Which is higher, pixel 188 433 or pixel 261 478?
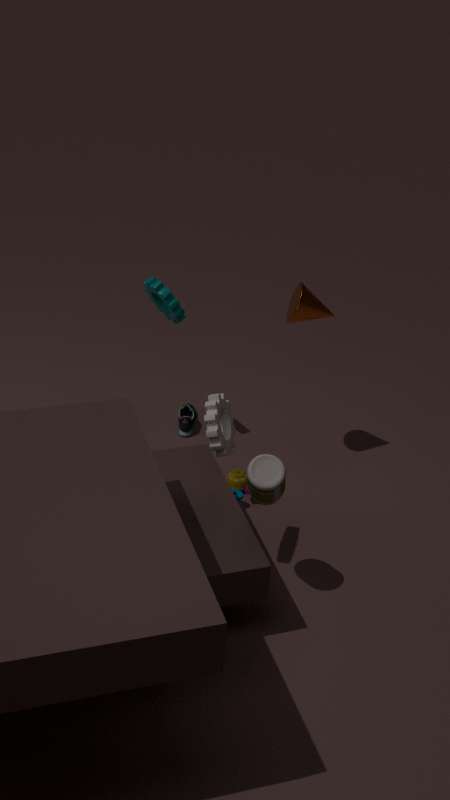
pixel 261 478
